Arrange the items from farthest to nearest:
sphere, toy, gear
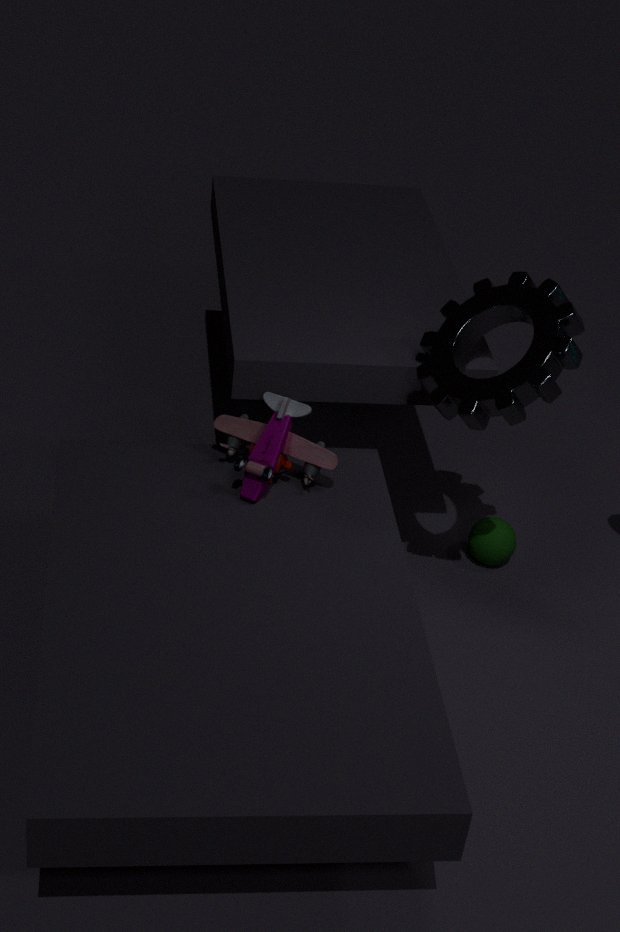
sphere
toy
gear
